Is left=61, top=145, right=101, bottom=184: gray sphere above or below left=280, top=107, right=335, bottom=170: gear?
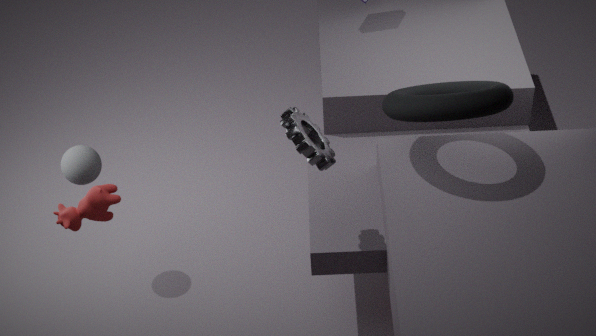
below
